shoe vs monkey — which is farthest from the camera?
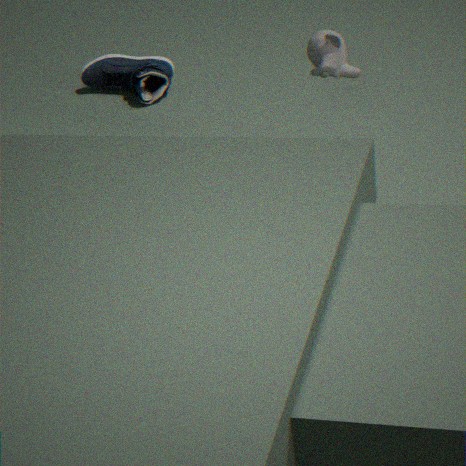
shoe
